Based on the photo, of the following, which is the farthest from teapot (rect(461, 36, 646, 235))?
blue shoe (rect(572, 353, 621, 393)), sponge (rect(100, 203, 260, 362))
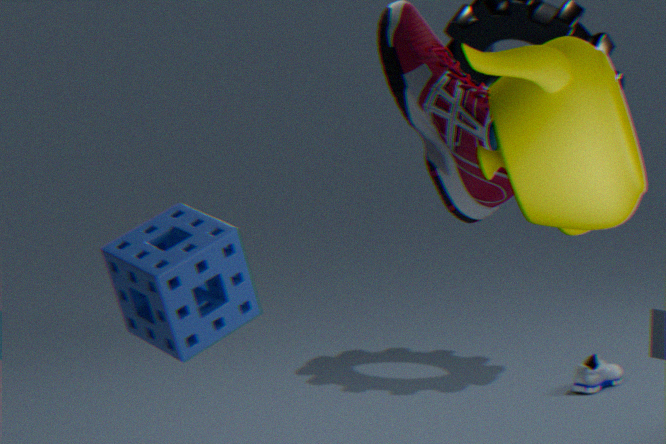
blue shoe (rect(572, 353, 621, 393))
